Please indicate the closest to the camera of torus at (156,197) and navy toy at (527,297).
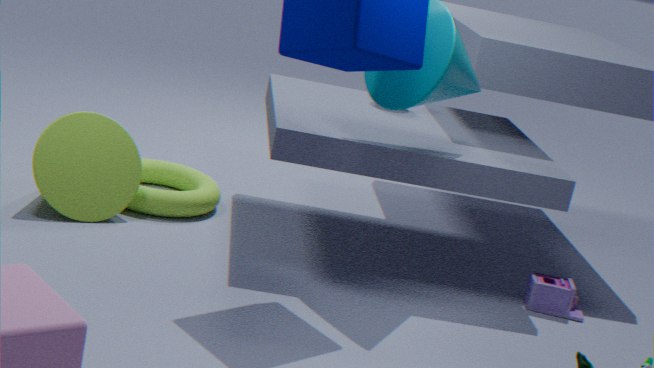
navy toy at (527,297)
